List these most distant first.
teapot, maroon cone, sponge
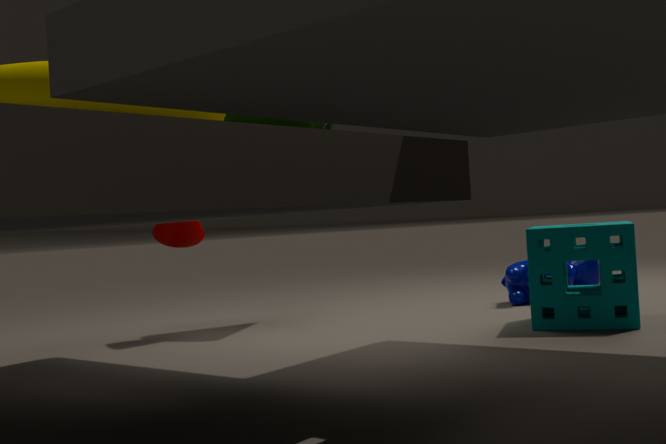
maroon cone → sponge → teapot
